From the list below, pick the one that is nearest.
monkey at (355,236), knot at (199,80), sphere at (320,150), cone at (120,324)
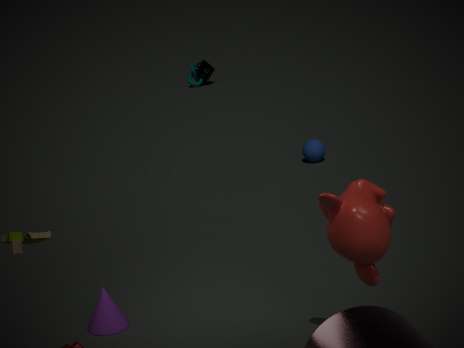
monkey at (355,236)
